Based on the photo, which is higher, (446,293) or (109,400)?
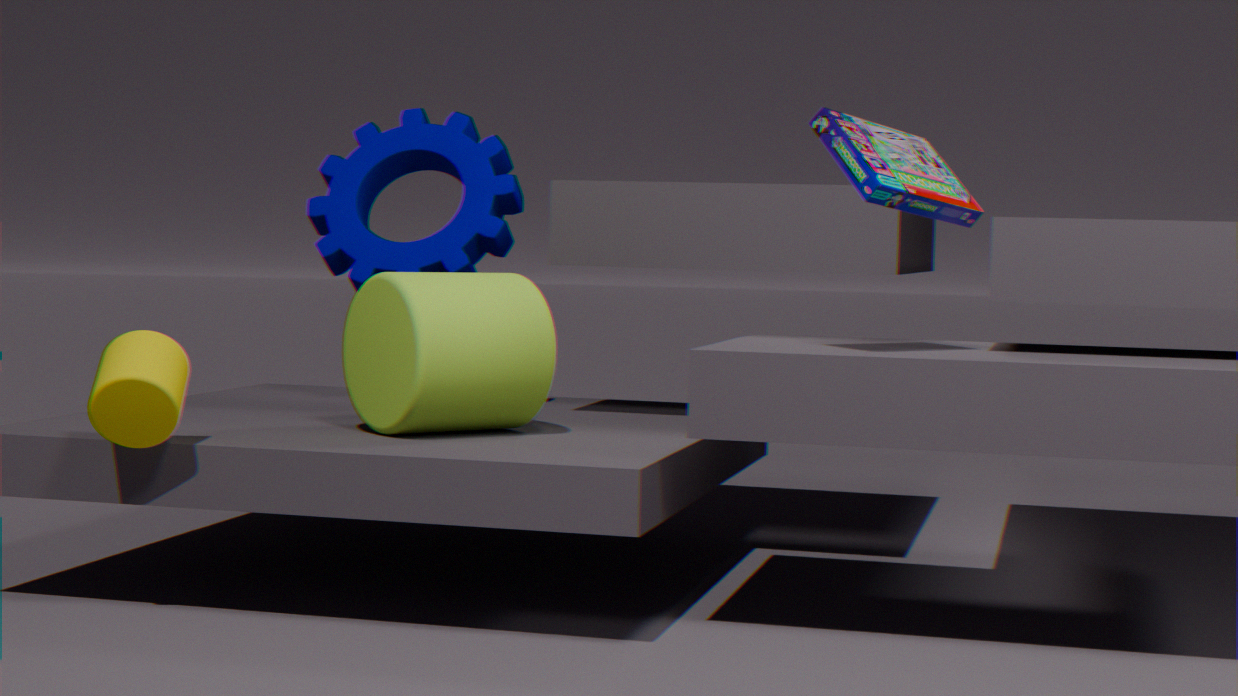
(446,293)
